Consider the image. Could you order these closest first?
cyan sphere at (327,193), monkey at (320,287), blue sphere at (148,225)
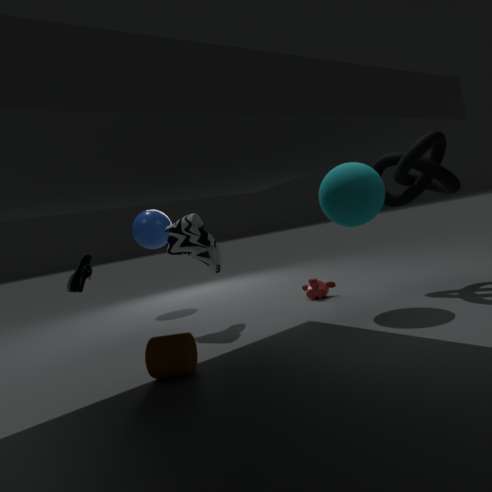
cyan sphere at (327,193), monkey at (320,287), blue sphere at (148,225)
